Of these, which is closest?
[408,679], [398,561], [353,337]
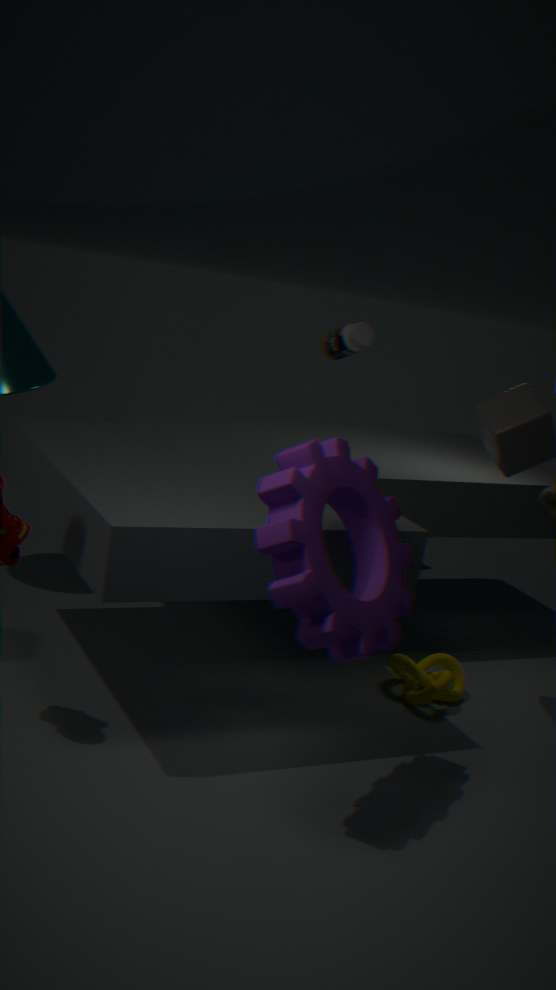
[398,561]
